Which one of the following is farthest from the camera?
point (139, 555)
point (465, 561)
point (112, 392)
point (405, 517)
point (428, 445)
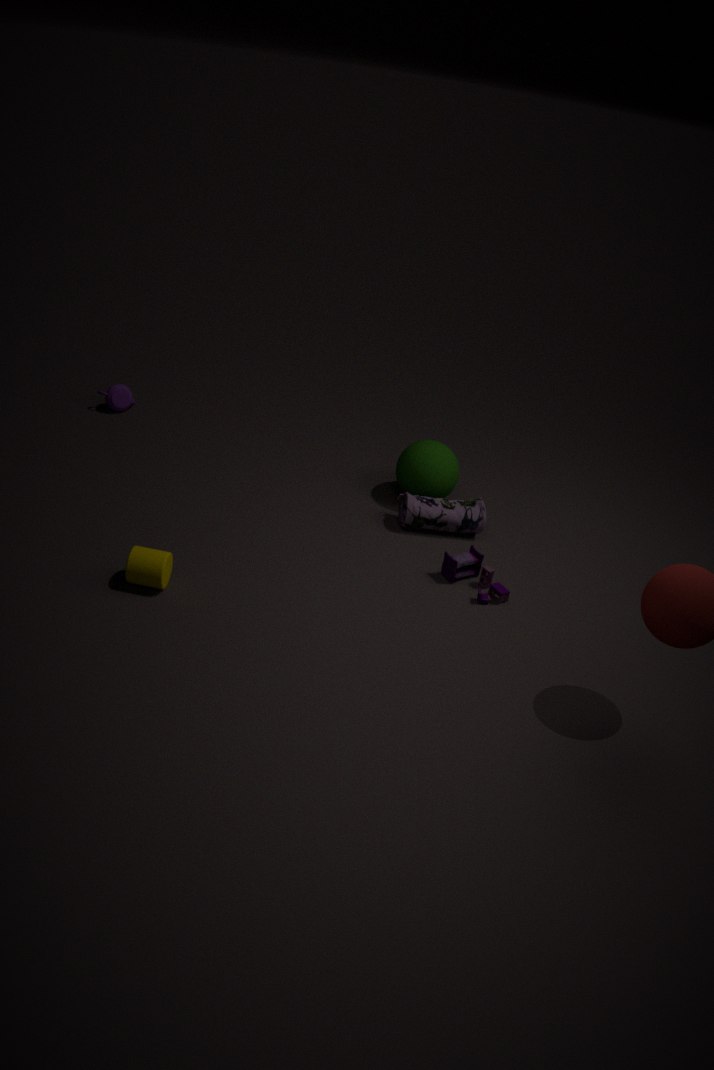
point (112, 392)
